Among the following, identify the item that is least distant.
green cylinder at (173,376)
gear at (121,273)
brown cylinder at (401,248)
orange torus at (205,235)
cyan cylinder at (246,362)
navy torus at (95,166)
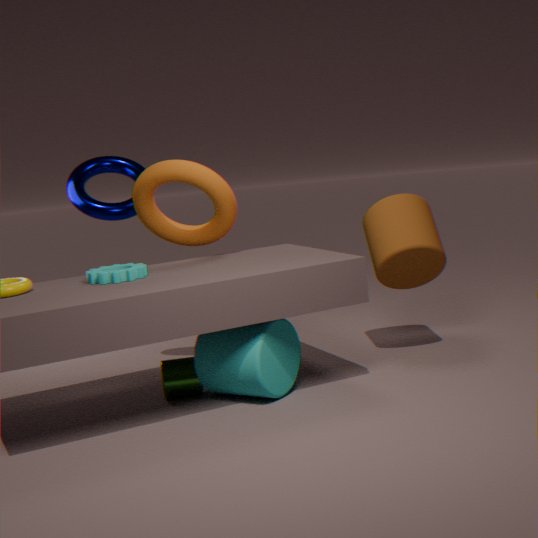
cyan cylinder at (246,362)
